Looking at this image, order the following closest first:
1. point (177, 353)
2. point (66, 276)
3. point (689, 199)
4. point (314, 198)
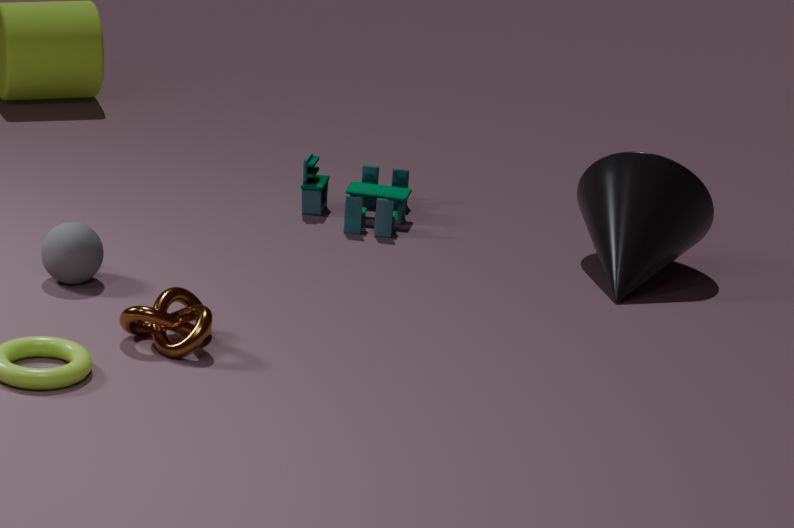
point (177, 353) < point (66, 276) < point (689, 199) < point (314, 198)
